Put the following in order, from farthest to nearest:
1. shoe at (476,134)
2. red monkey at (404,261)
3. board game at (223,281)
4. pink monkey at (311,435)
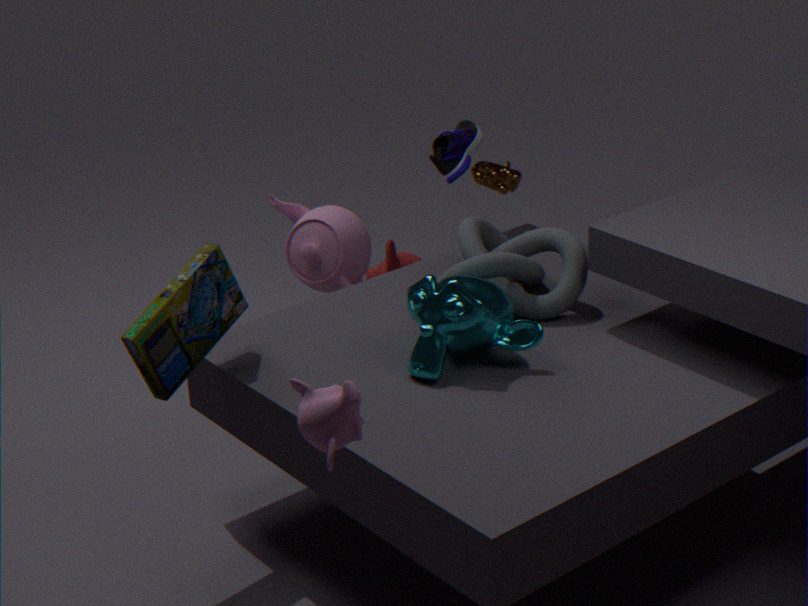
red monkey at (404,261), shoe at (476,134), board game at (223,281), pink monkey at (311,435)
